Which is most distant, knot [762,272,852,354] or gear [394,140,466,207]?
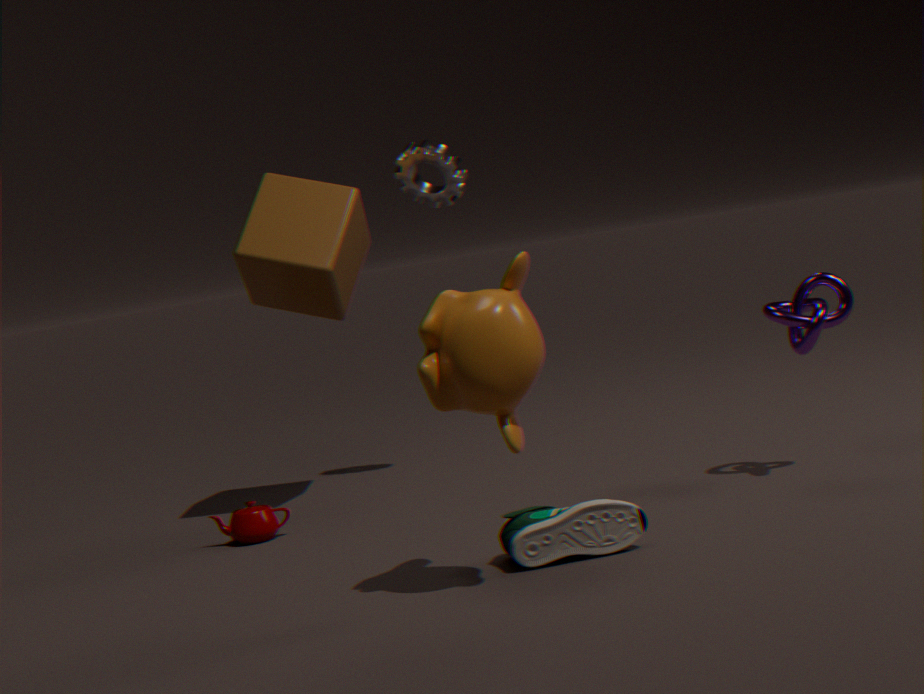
gear [394,140,466,207]
